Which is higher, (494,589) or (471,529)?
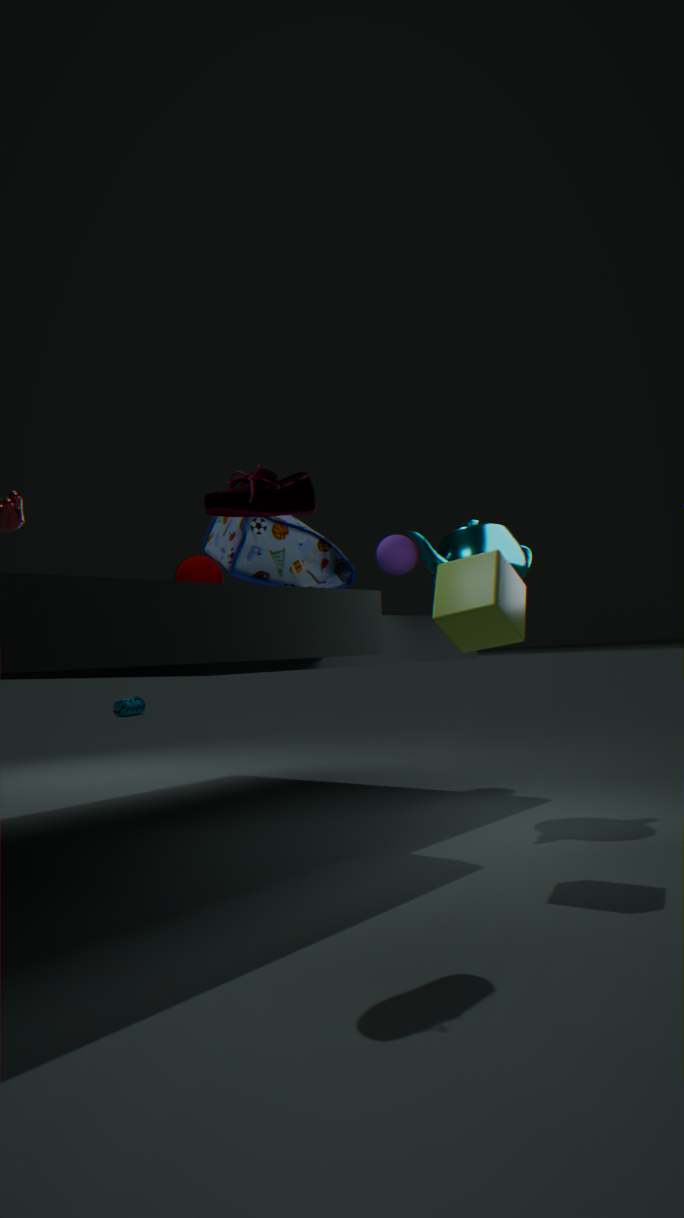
(471,529)
